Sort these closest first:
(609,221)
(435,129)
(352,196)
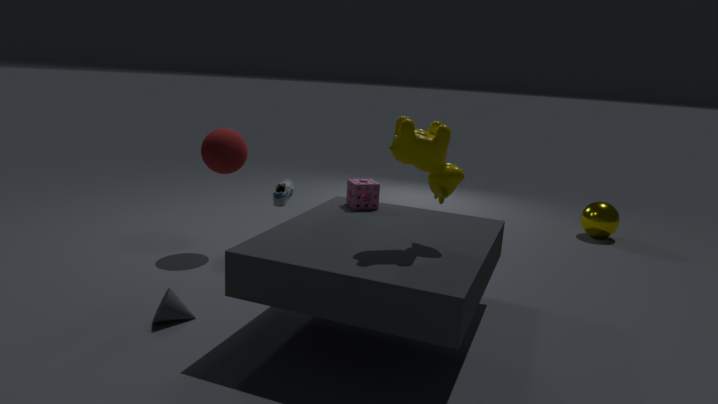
(435,129) → (352,196) → (609,221)
